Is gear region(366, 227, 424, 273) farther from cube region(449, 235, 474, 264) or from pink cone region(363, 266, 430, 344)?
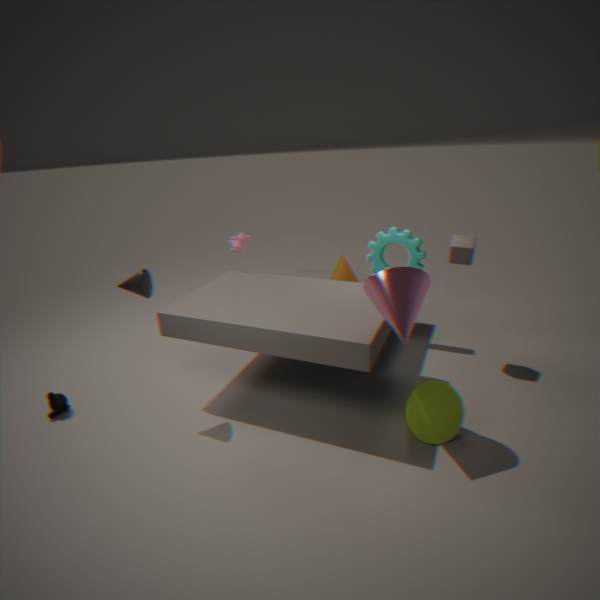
pink cone region(363, 266, 430, 344)
